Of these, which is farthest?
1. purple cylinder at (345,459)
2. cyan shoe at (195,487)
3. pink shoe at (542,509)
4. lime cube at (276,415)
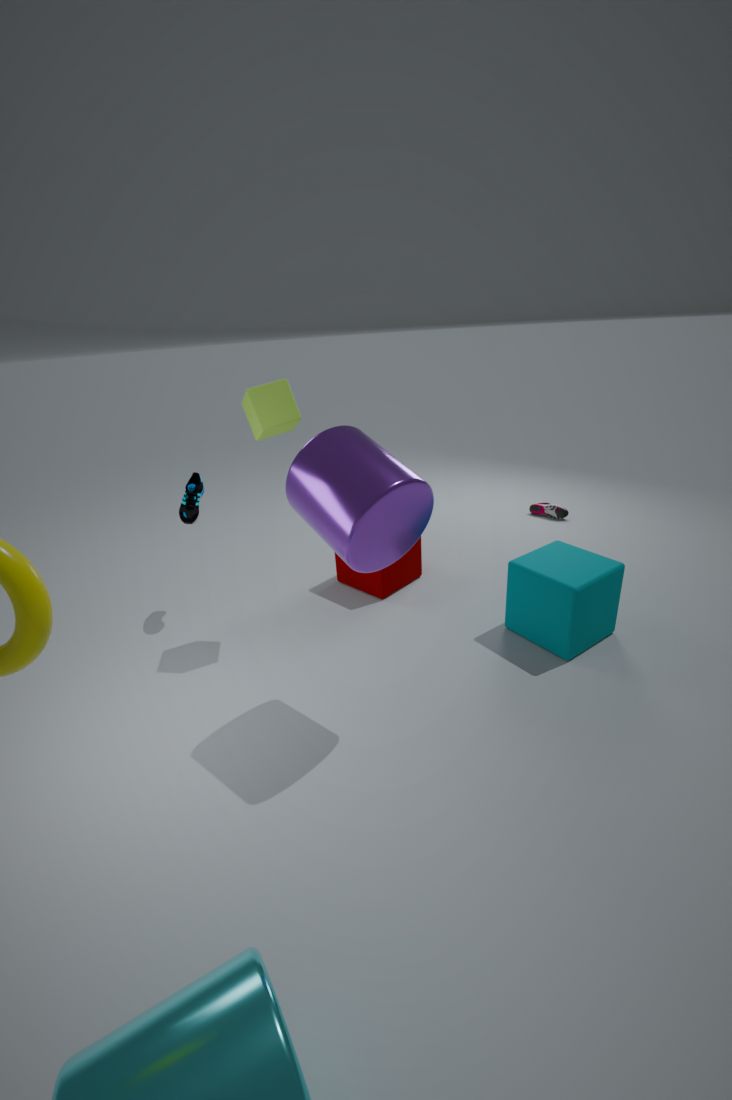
pink shoe at (542,509)
